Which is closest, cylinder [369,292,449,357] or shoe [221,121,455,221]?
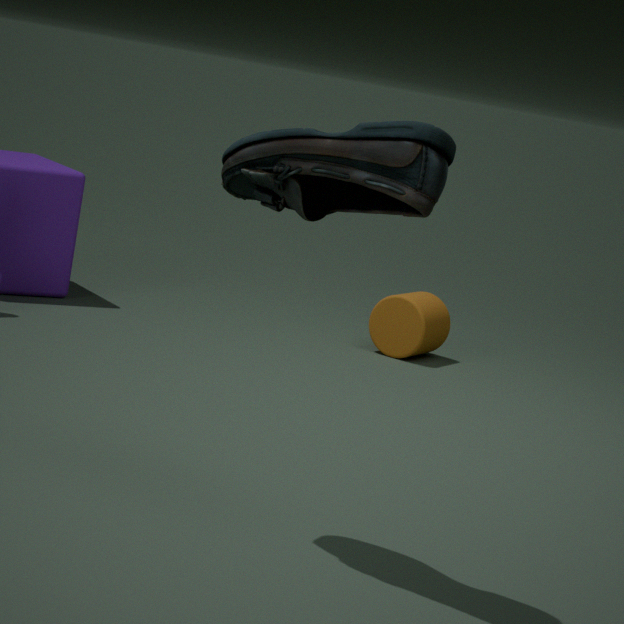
shoe [221,121,455,221]
